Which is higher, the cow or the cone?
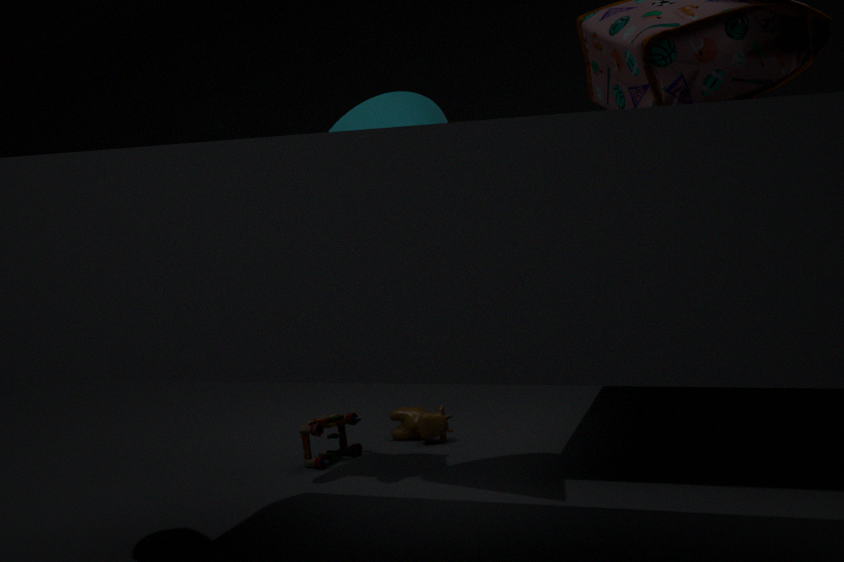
the cone
